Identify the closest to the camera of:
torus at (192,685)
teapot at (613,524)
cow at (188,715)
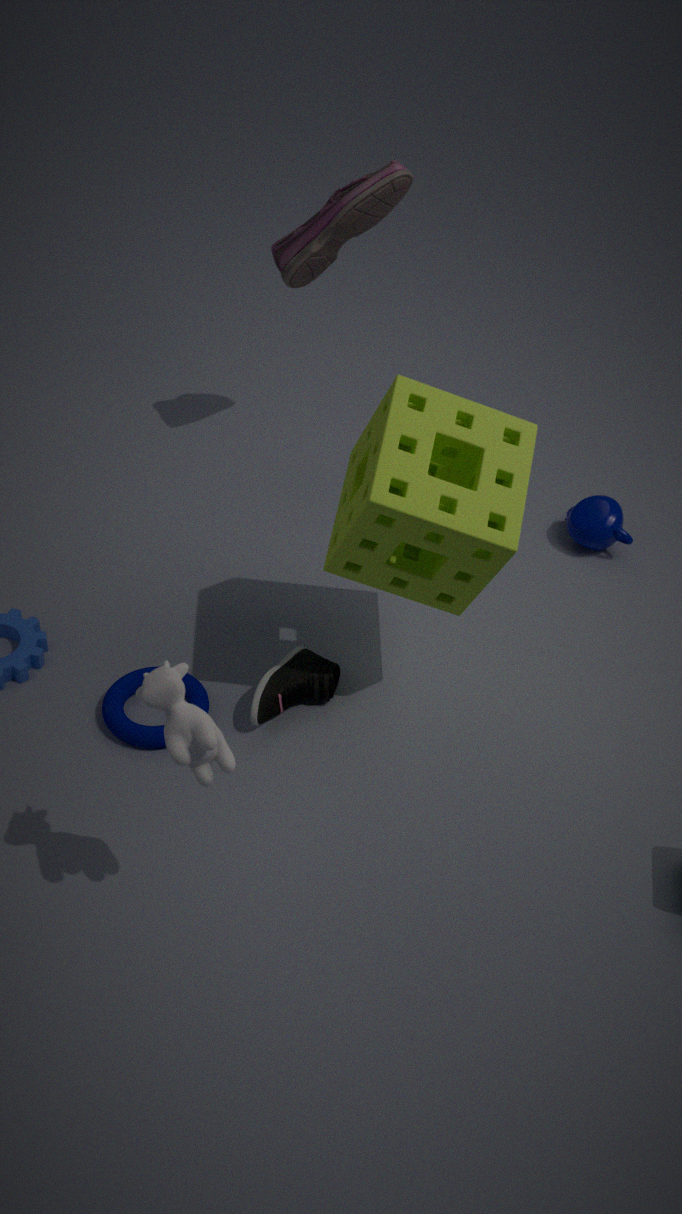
cow at (188,715)
